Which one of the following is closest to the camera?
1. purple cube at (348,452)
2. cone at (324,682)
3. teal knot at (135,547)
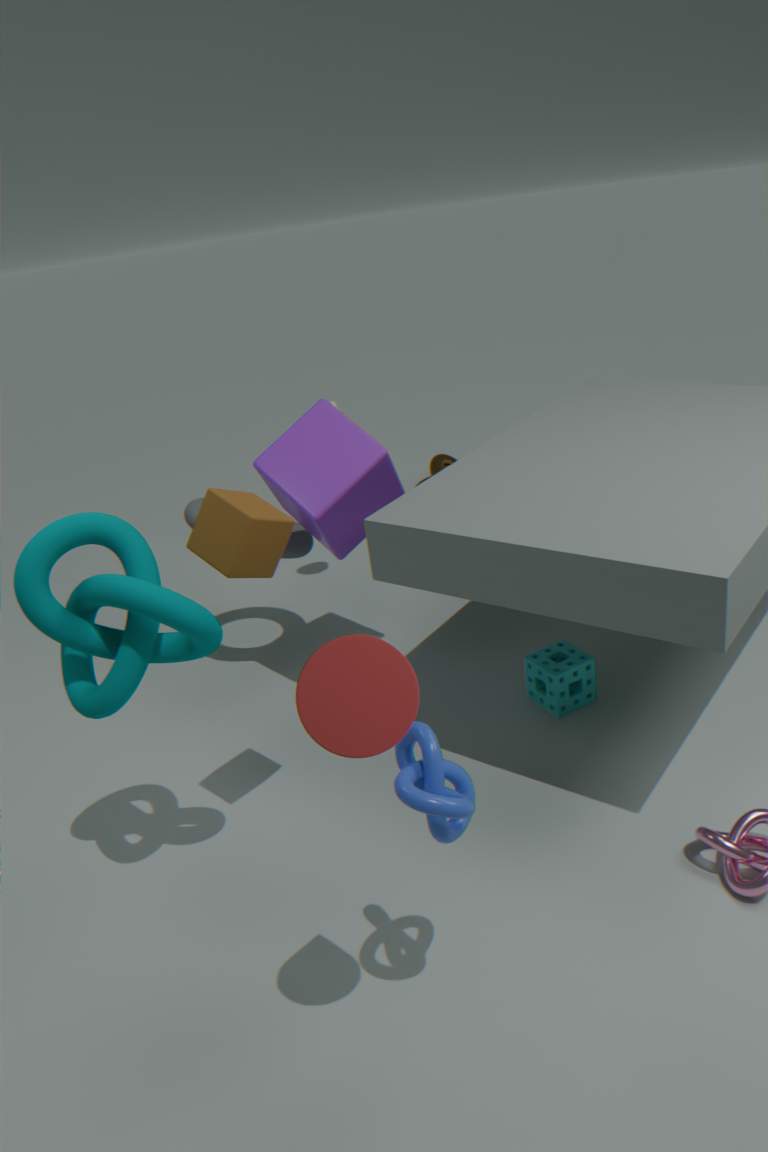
cone at (324,682)
